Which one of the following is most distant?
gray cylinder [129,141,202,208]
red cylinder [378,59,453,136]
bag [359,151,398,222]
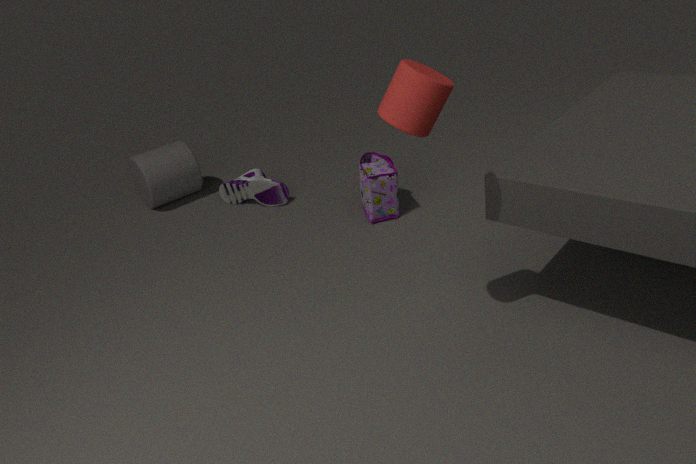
gray cylinder [129,141,202,208]
